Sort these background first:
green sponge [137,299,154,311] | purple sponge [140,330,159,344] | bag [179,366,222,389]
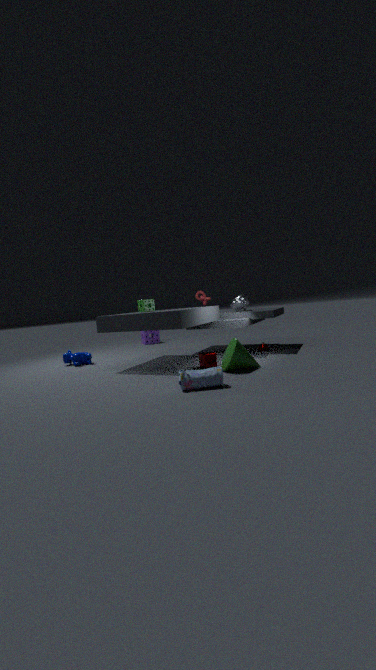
1. purple sponge [140,330,159,344]
2. green sponge [137,299,154,311]
3. bag [179,366,222,389]
